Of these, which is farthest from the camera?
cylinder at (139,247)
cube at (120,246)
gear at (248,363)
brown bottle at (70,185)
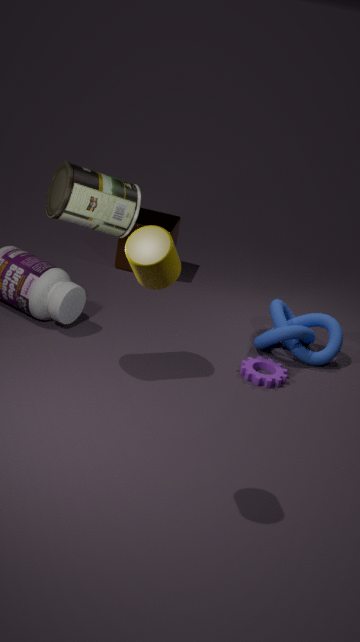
cube at (120,246)
